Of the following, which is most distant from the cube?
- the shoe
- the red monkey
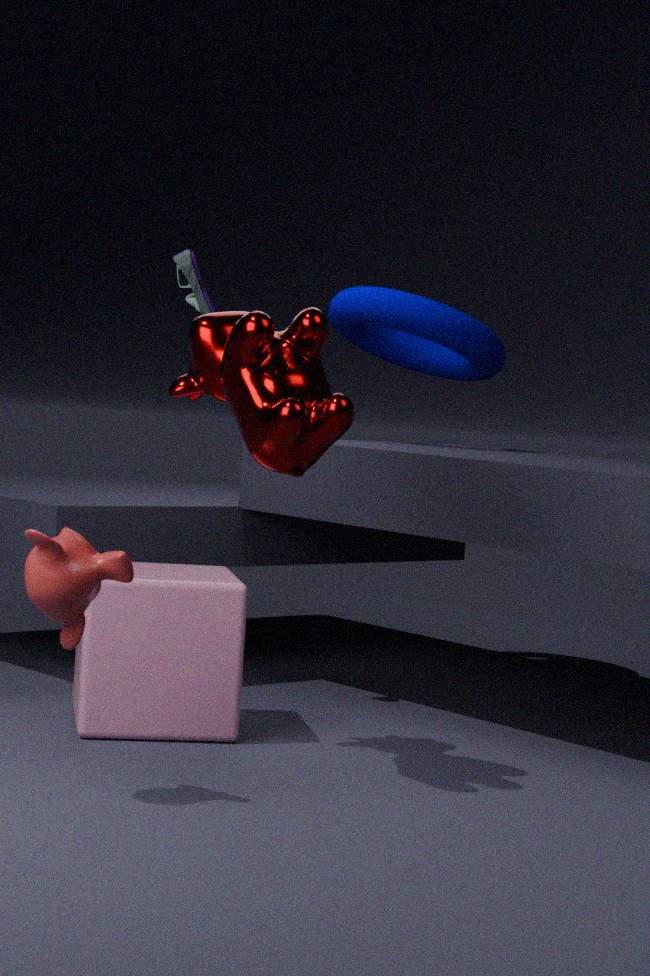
the shoe
